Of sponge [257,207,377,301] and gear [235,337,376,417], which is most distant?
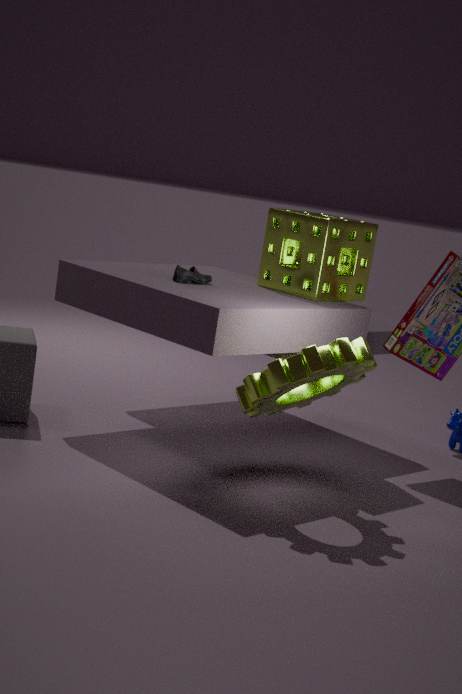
sponge [257,207,377,301]
